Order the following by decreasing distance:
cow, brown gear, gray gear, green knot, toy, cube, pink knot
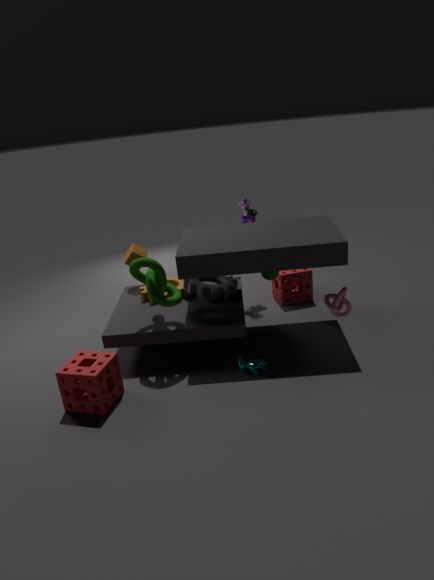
toy < cube < brown gear < gray gear < green knot < cow < pink knot
